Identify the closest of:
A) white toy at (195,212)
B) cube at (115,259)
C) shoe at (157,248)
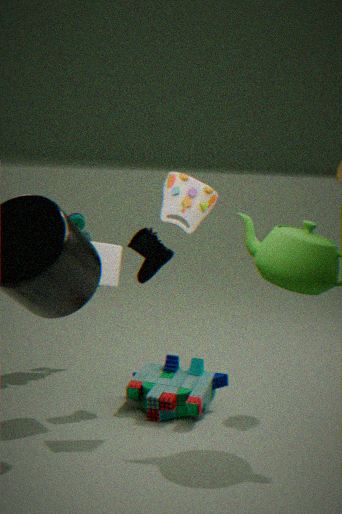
white toy at (195,212)
